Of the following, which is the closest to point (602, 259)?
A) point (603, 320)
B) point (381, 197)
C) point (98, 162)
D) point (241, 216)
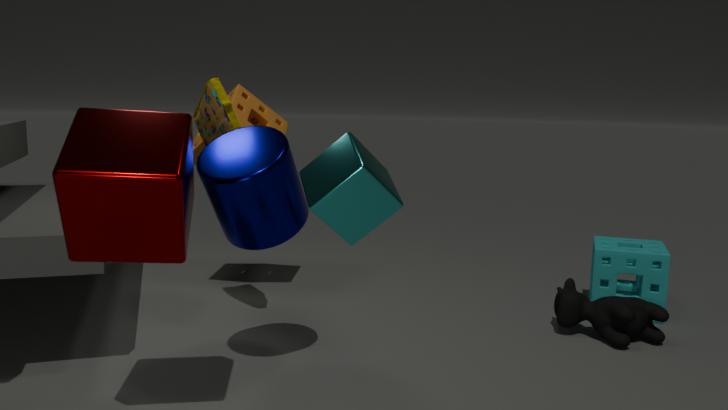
point (603, 320)
